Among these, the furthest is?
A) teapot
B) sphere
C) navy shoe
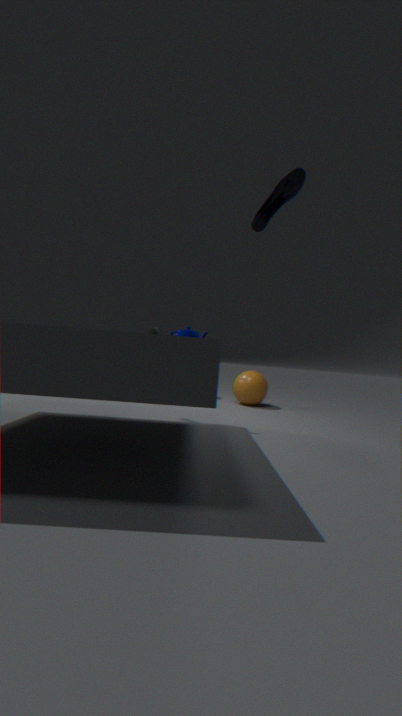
sphere
